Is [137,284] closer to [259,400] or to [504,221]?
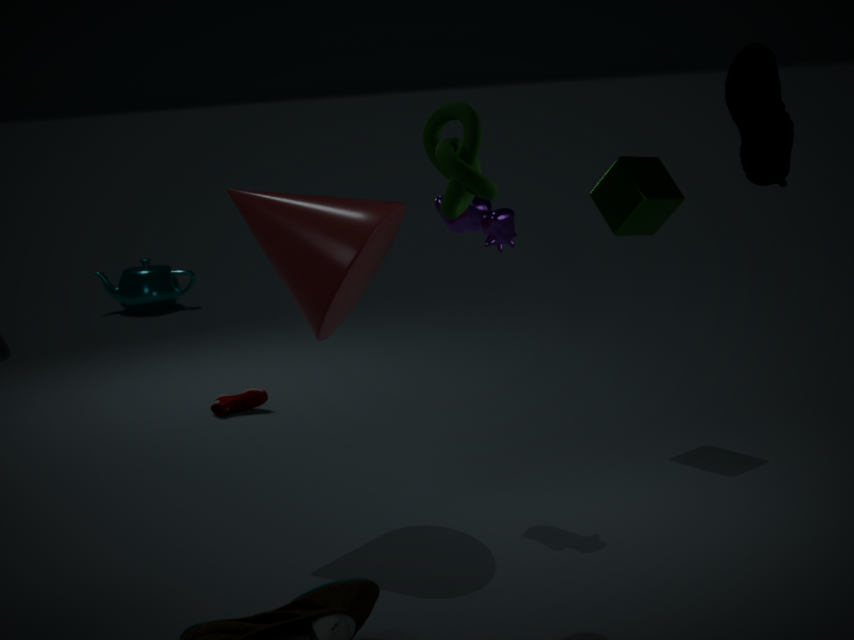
[259,400]
